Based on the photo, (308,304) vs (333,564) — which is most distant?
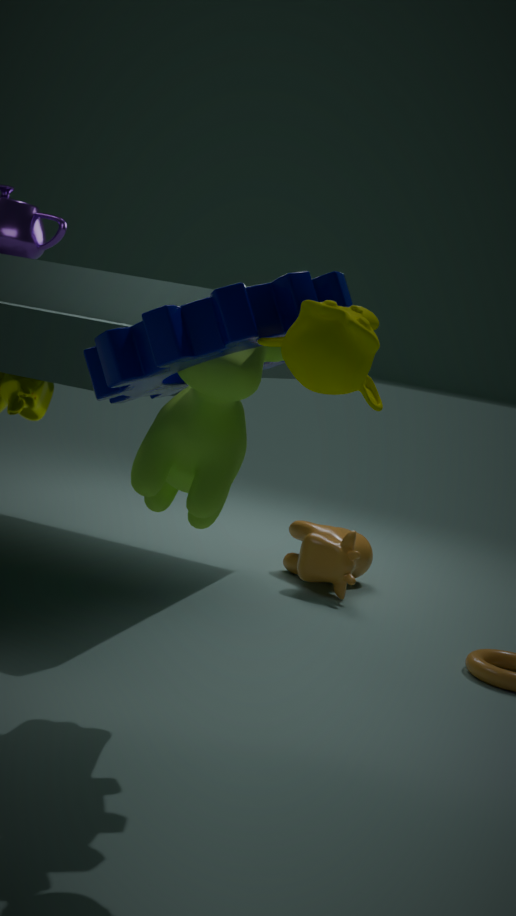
(333,564)
